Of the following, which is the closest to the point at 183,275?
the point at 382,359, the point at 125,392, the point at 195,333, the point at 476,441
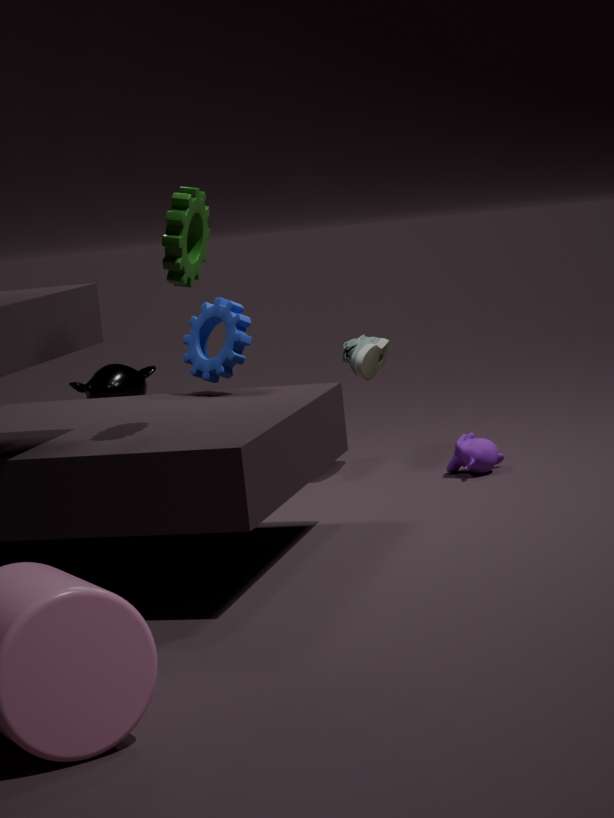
the point at 195,333
